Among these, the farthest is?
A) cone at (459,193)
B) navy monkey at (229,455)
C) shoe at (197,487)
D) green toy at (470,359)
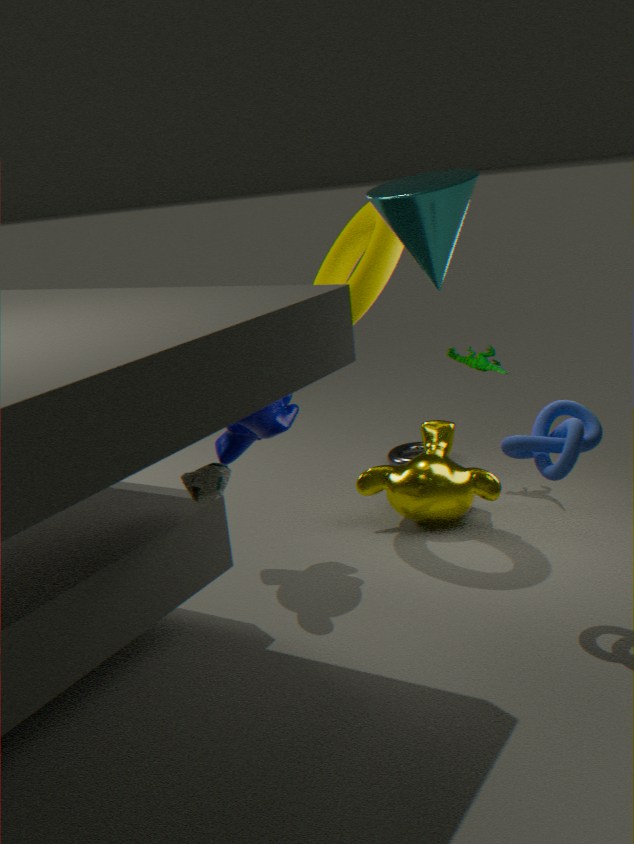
green toy at (470,359)
